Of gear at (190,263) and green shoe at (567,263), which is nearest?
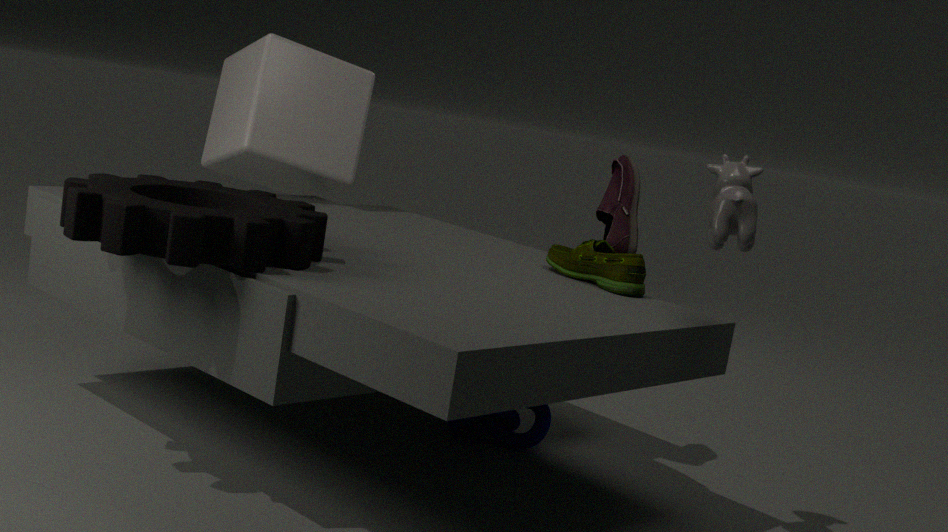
gear at (190,263)
